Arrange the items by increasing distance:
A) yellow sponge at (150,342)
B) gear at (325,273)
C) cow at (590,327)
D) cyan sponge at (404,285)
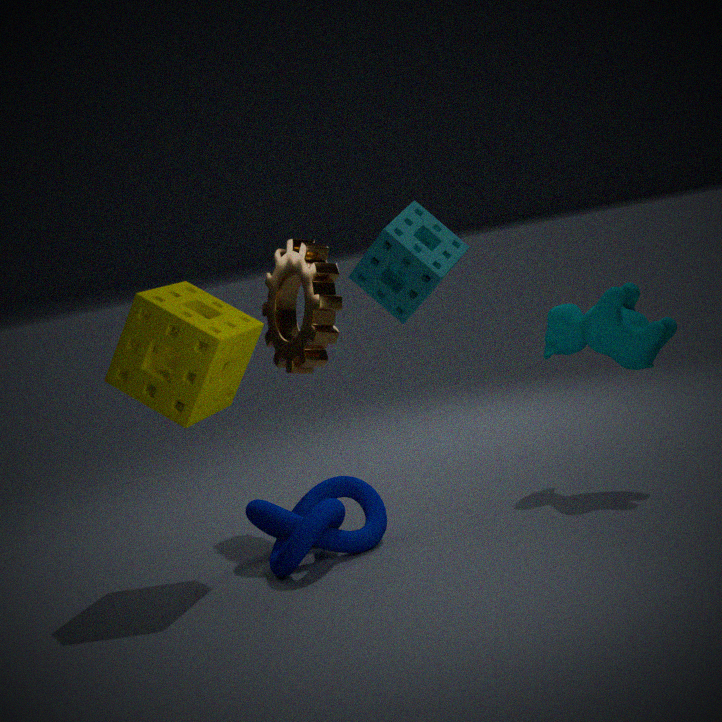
cyan sponge at (404,285) → yellow sponge at (150,342) → cow at (590,327) → gear at (325,273)
